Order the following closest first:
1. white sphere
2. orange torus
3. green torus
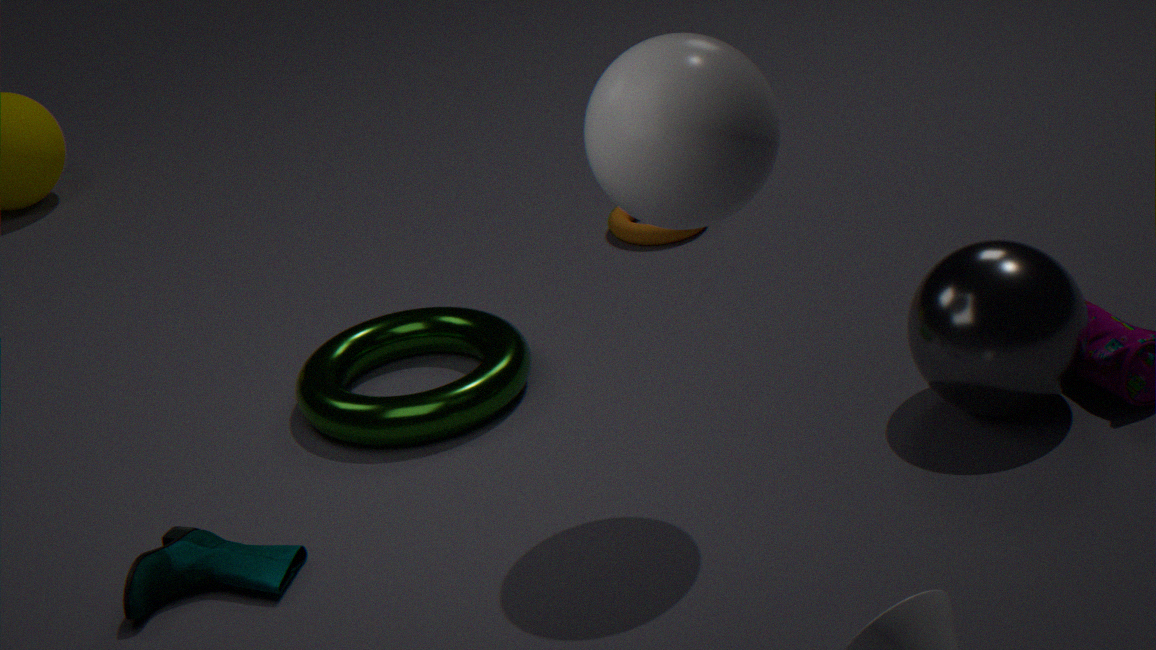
white sphere, green torus, orange torus
